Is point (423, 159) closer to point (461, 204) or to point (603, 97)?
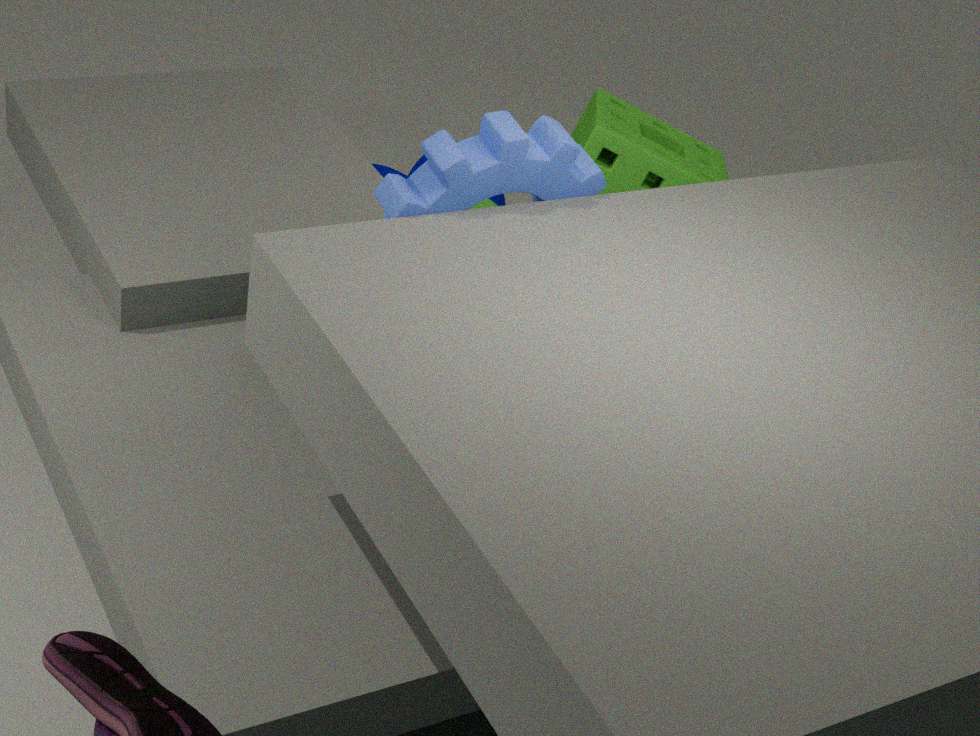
point (603, 97)
